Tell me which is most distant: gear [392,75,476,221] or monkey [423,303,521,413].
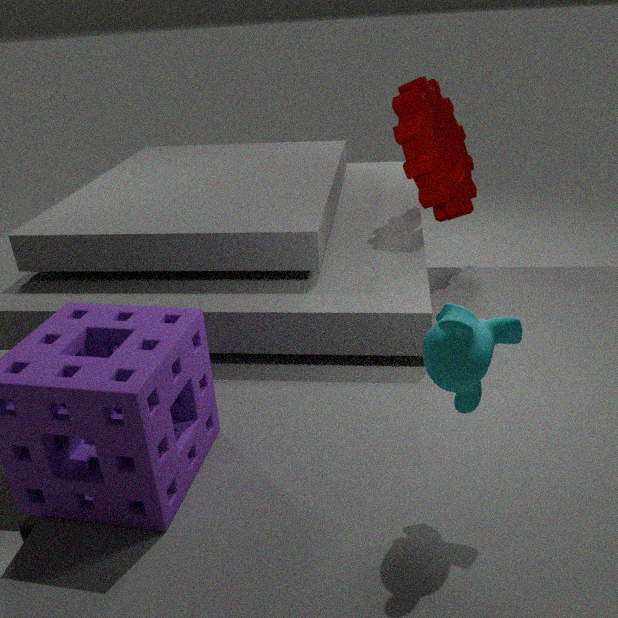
gear [392,75,476,221]
